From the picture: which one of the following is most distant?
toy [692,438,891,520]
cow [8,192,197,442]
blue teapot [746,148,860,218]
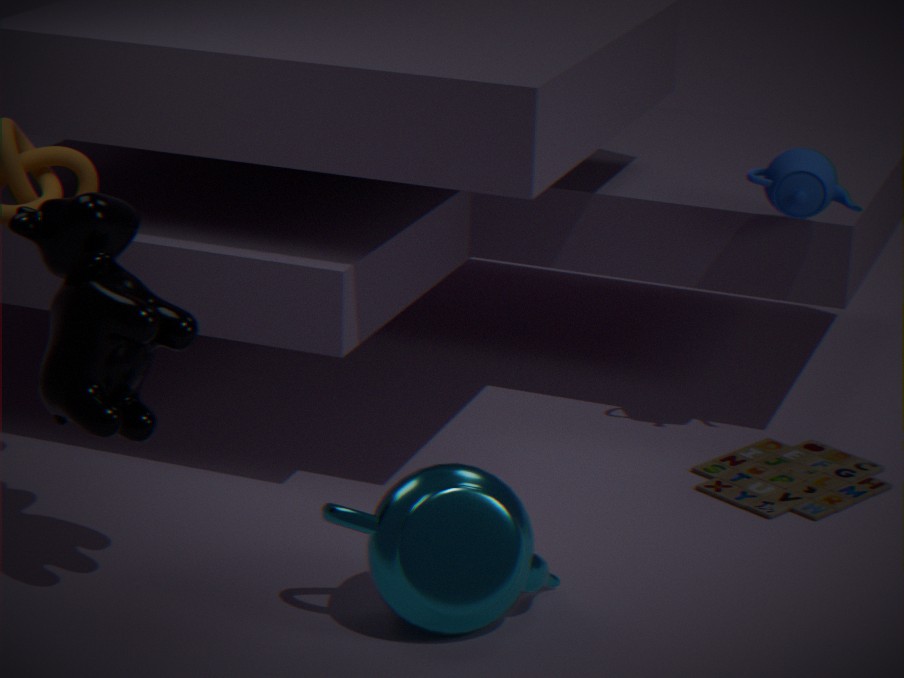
blue teapot [746,148,860,218]
